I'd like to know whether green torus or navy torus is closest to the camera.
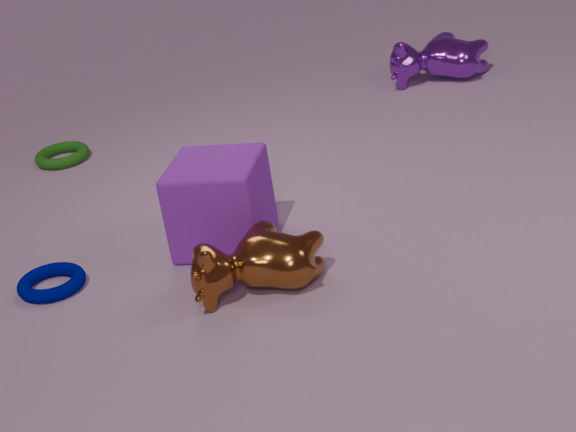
navy torus
